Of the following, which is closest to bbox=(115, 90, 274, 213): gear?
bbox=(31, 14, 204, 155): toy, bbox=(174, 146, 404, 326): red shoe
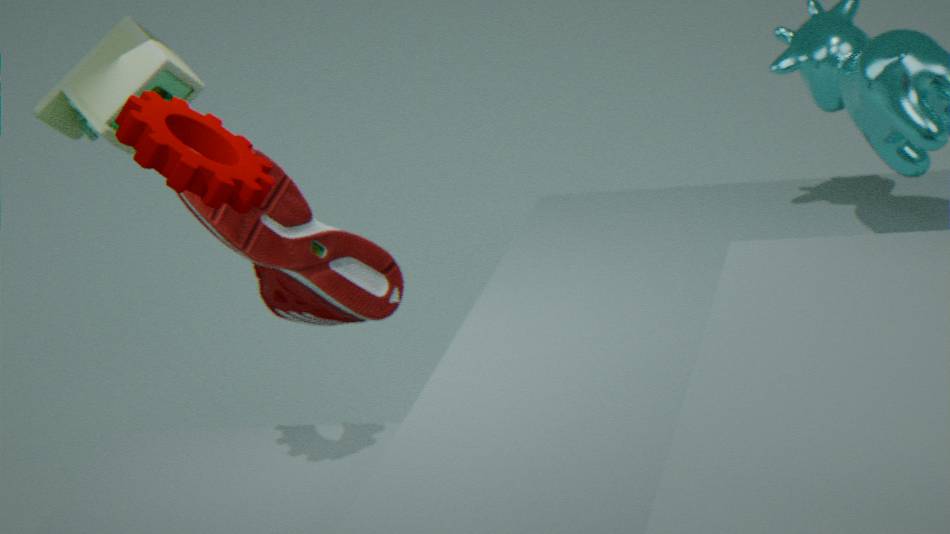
bbox=(174, 146, 404, 326): red shoe
